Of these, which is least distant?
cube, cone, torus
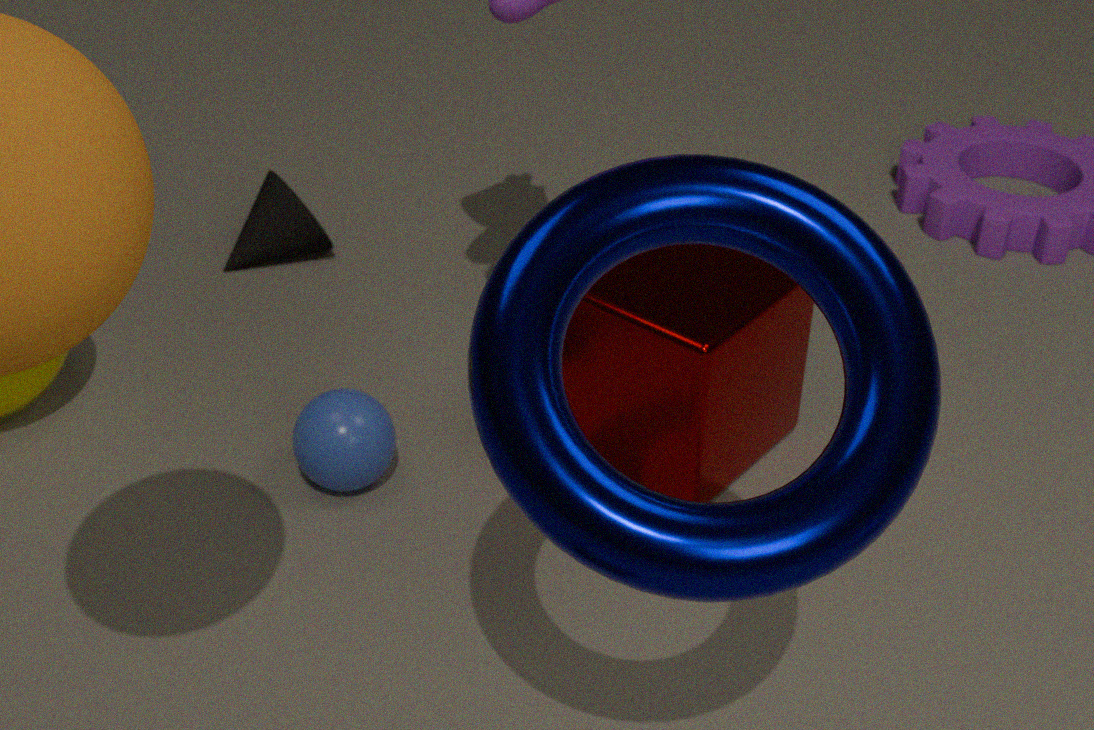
torus
